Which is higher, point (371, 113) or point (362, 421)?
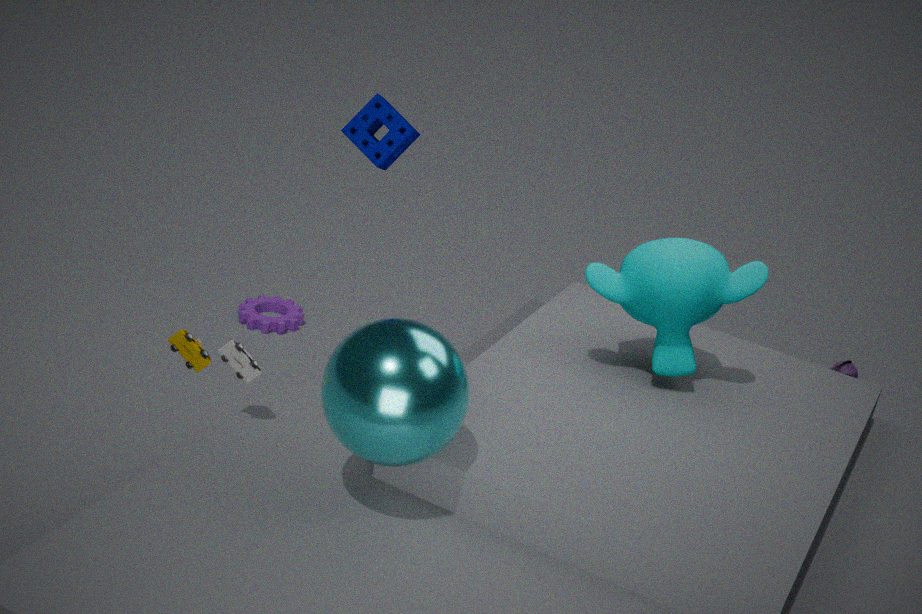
point (371, 113)
